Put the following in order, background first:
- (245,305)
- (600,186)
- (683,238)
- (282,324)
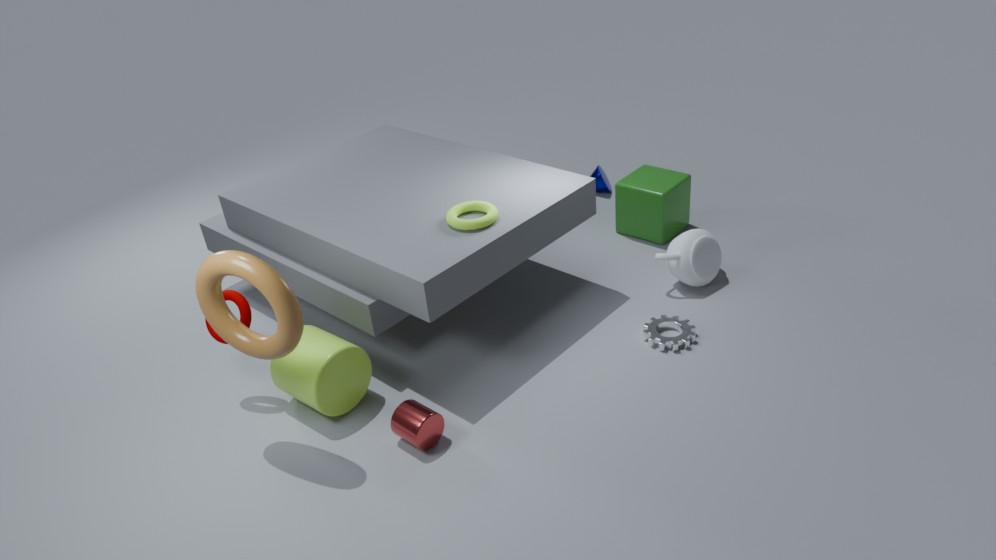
(600,186), (683,238), (245,305), (282,324)
